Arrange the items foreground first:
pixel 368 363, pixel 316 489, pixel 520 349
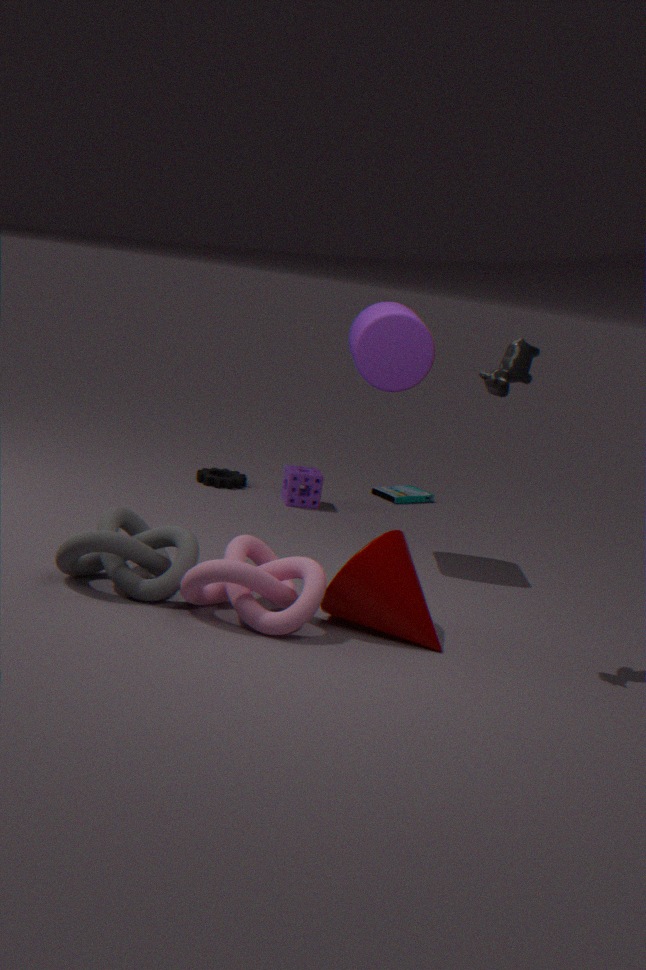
pixel 520 349 < pixel 368 363 < pixel 316 489
